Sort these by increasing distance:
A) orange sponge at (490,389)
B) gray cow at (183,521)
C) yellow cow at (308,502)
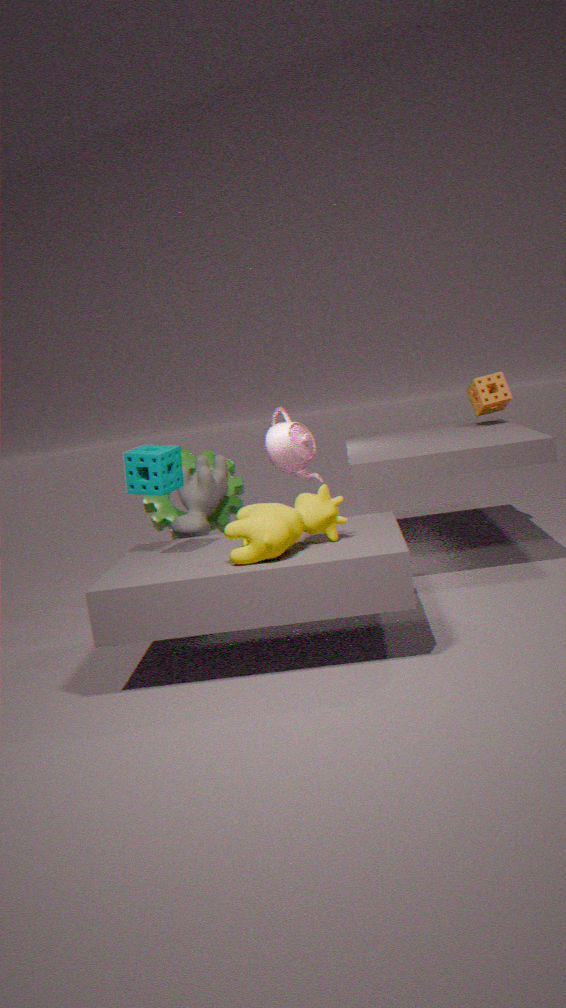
yellow cow at (308,502), gray cow at (183,521), orange sponge at (490,389)
